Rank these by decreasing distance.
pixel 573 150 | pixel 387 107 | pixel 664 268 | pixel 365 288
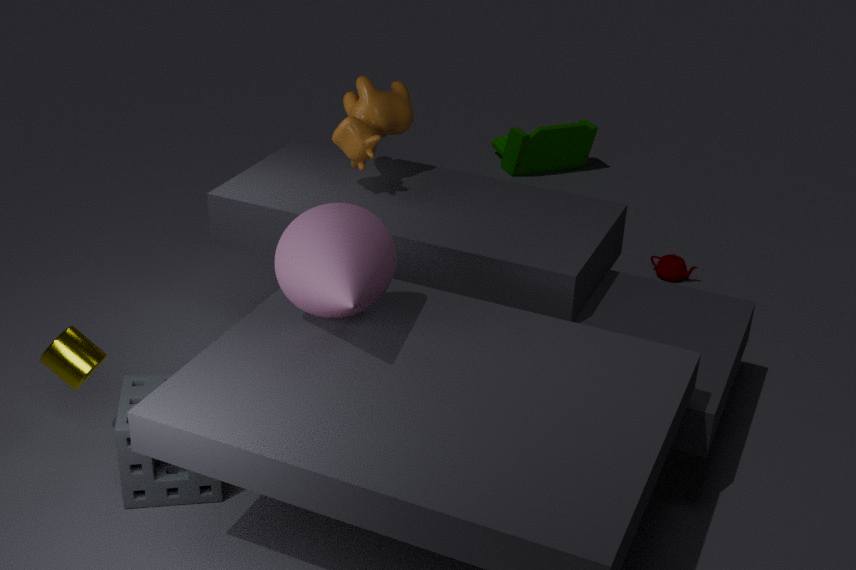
pixel 573 150, pixel 664 268, pixel 387 107, pixel 365 288
